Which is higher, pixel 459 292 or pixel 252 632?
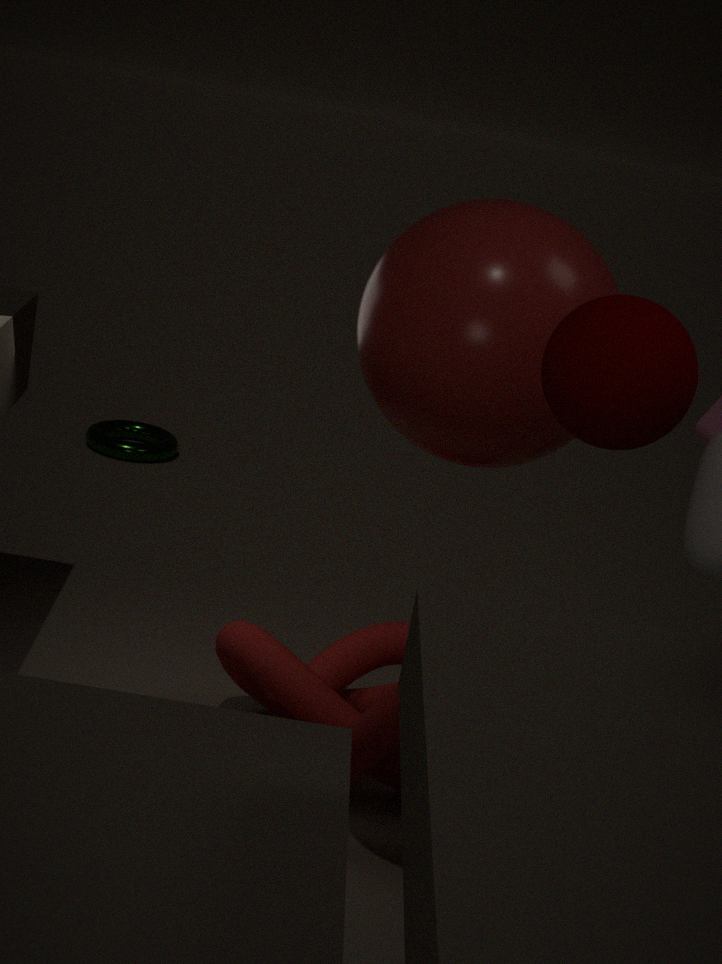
pixel 459 292
